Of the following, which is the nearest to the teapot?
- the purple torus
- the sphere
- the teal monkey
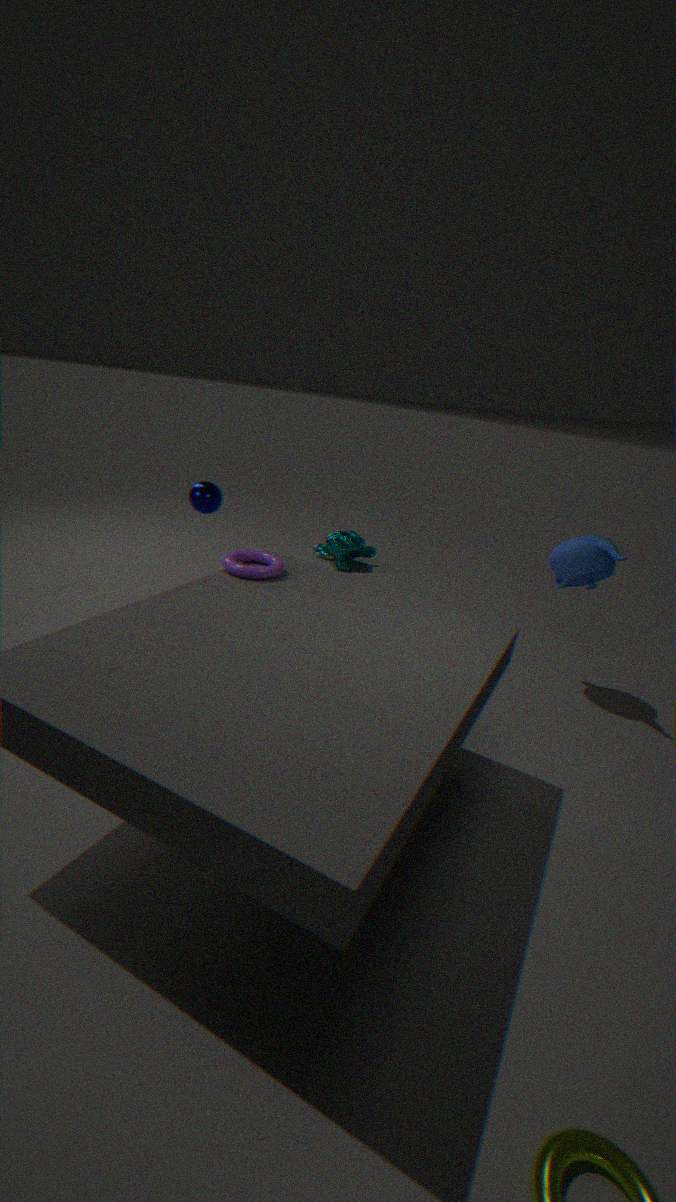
the purple torus
